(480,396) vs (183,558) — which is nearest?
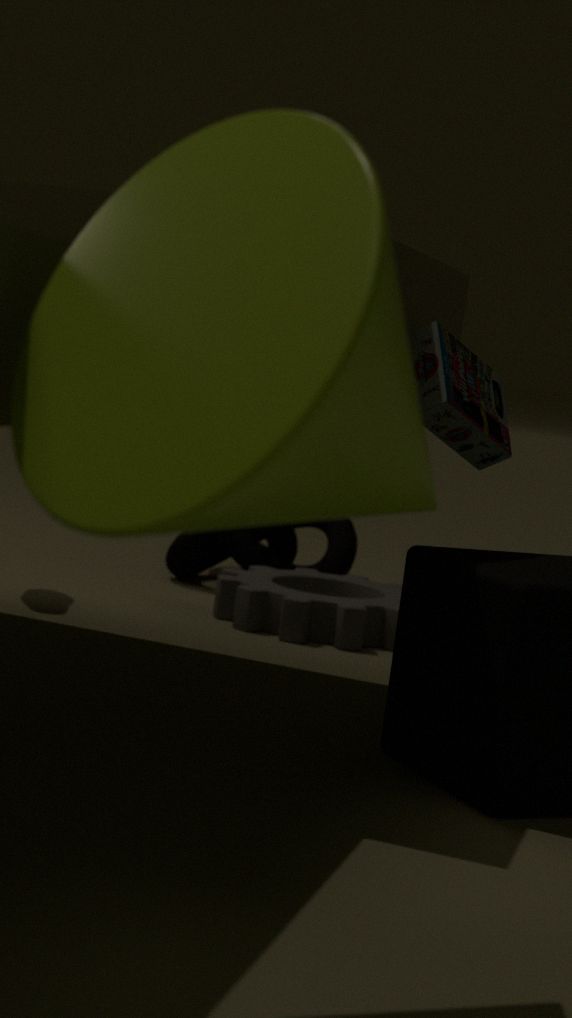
(480,396)
